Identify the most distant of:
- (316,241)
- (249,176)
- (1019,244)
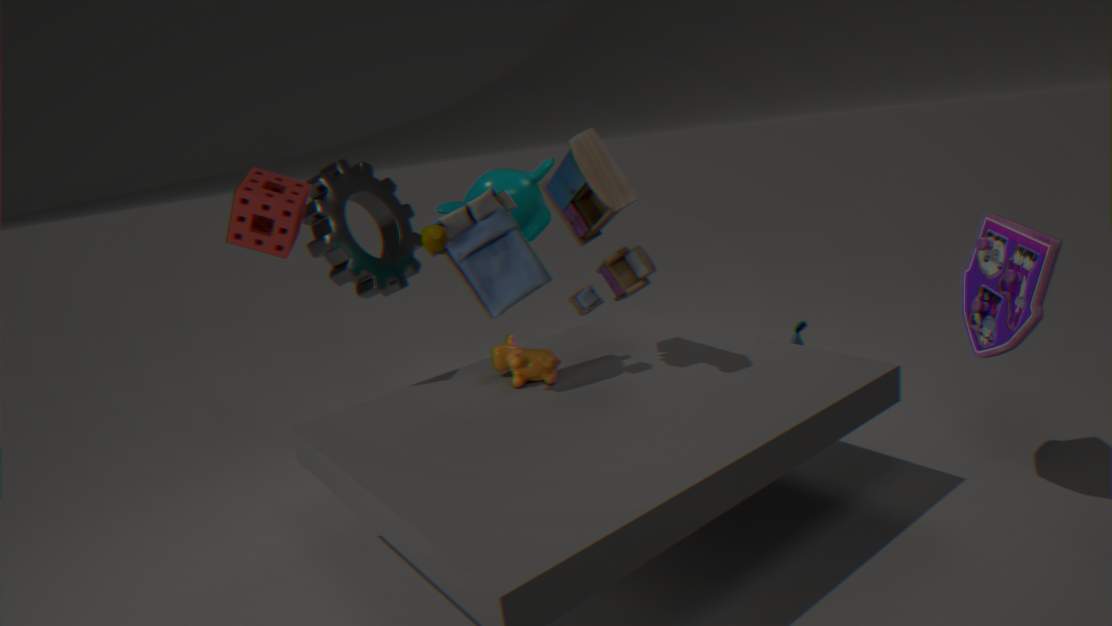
(316,241)
